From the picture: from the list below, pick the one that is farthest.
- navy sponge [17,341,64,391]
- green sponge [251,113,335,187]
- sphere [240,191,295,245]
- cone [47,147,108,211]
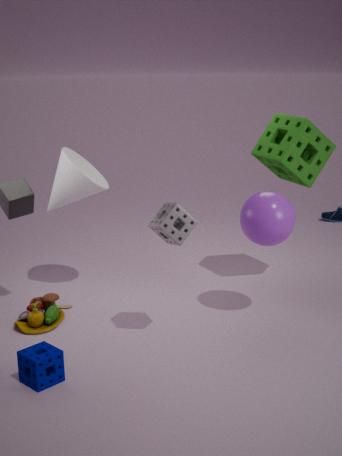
green sponge [251,113,335,187]
